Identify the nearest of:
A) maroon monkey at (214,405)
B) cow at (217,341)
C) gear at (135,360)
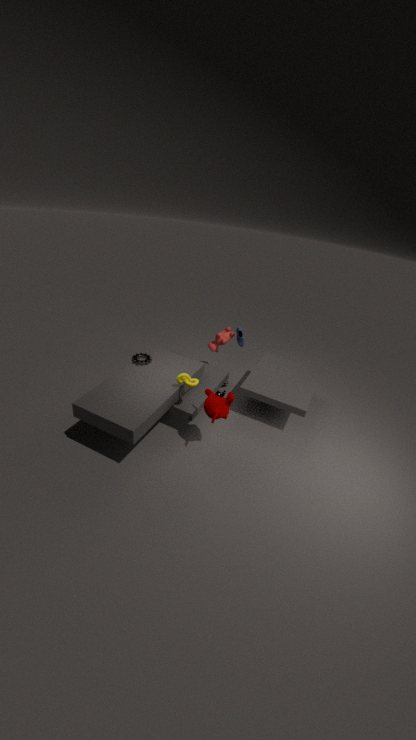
maroon monkey at (214,405)
